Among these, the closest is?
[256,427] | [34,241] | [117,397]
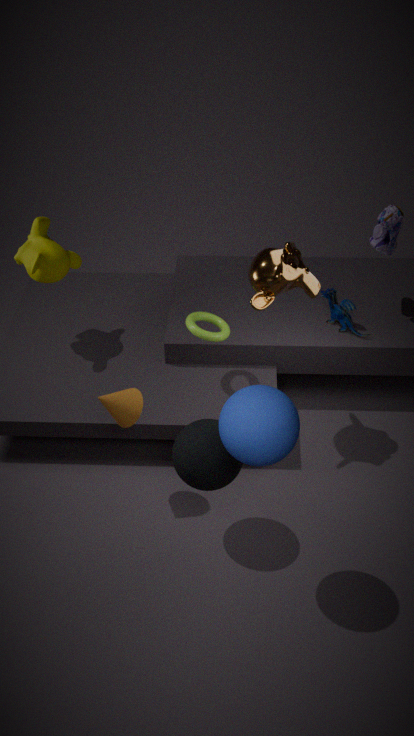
[256,427]
